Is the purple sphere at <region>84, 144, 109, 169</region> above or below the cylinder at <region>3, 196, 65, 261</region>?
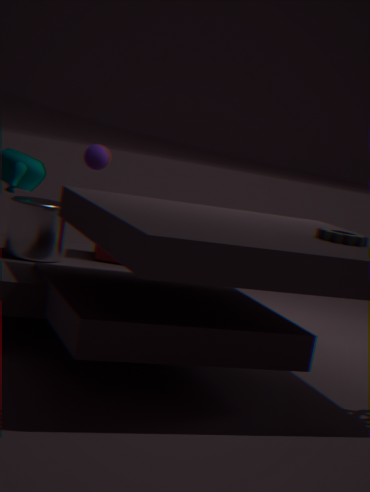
above
